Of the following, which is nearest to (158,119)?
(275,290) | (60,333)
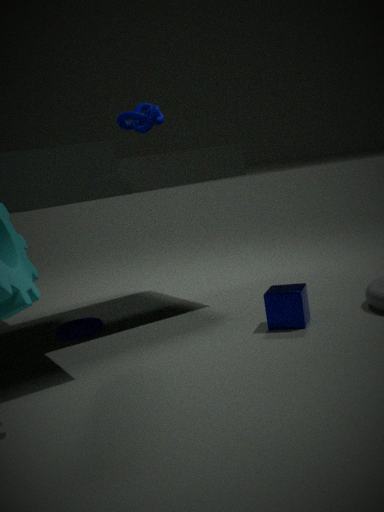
(60,333)
